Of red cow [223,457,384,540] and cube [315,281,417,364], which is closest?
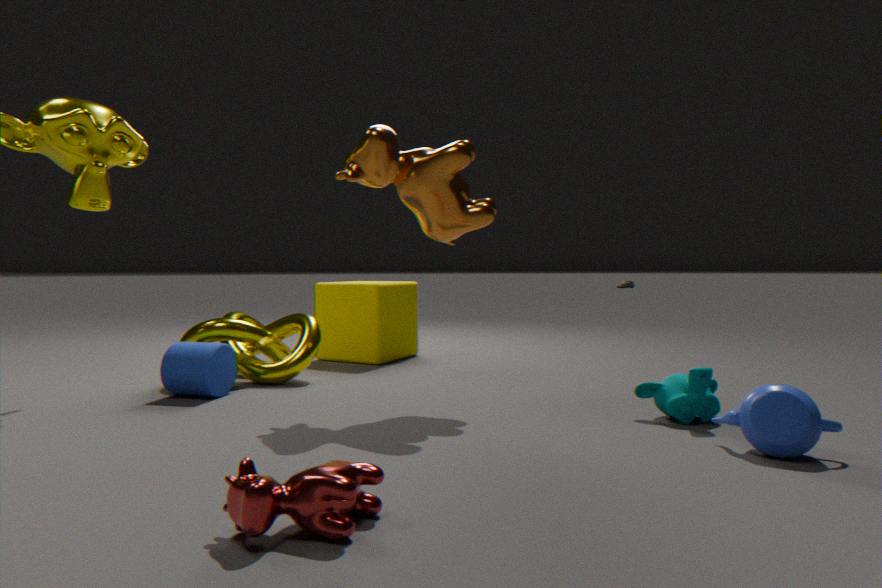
red cow [223,457,384,540]
